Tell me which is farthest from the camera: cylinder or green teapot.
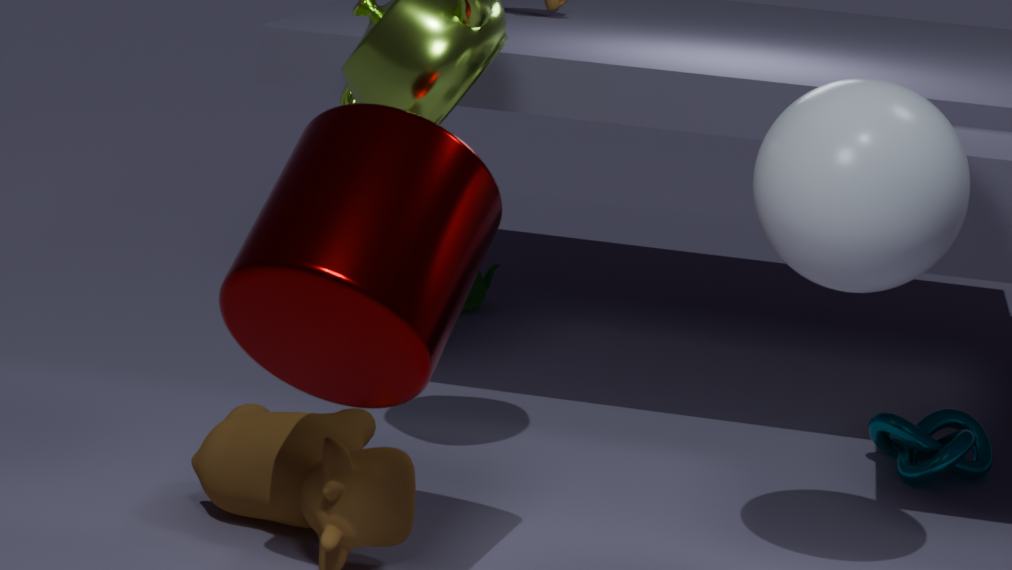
green teapot
